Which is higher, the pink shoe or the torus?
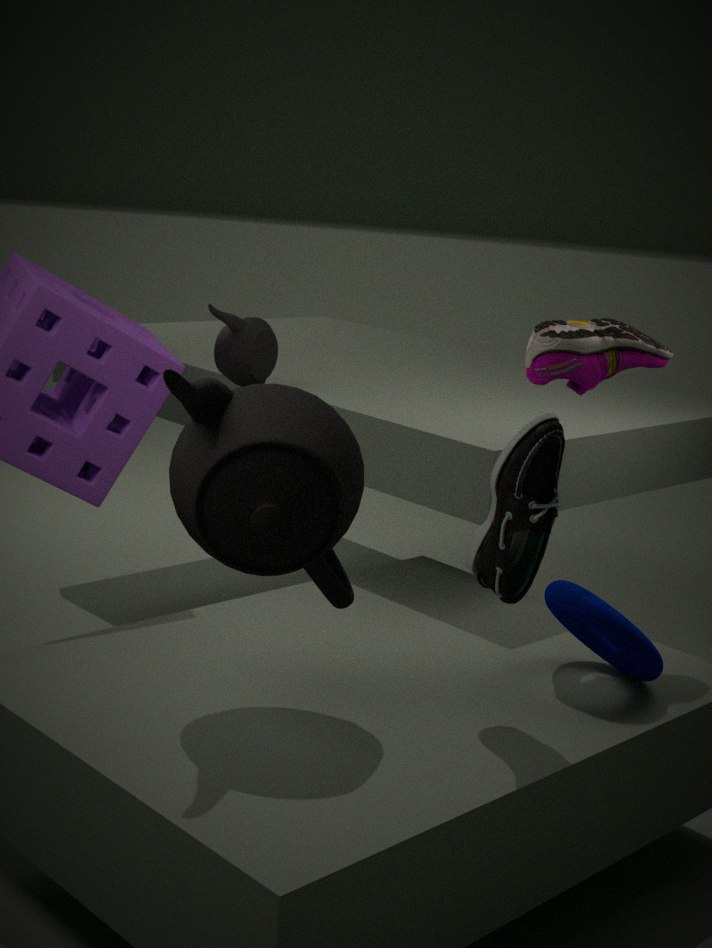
the pink shoe
